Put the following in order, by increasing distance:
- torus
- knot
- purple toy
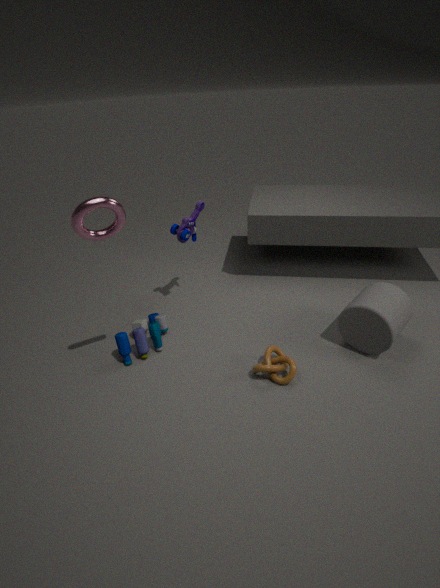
torus, knot, purple toy
